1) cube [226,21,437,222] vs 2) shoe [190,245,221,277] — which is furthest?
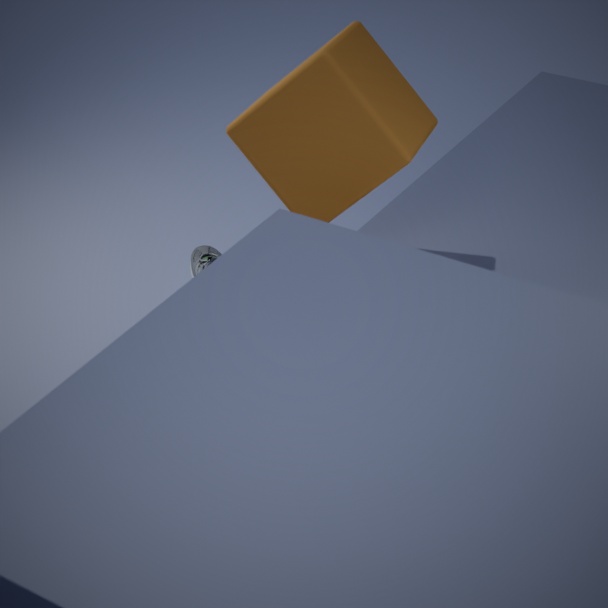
2. shoe [190,245,221,277]
